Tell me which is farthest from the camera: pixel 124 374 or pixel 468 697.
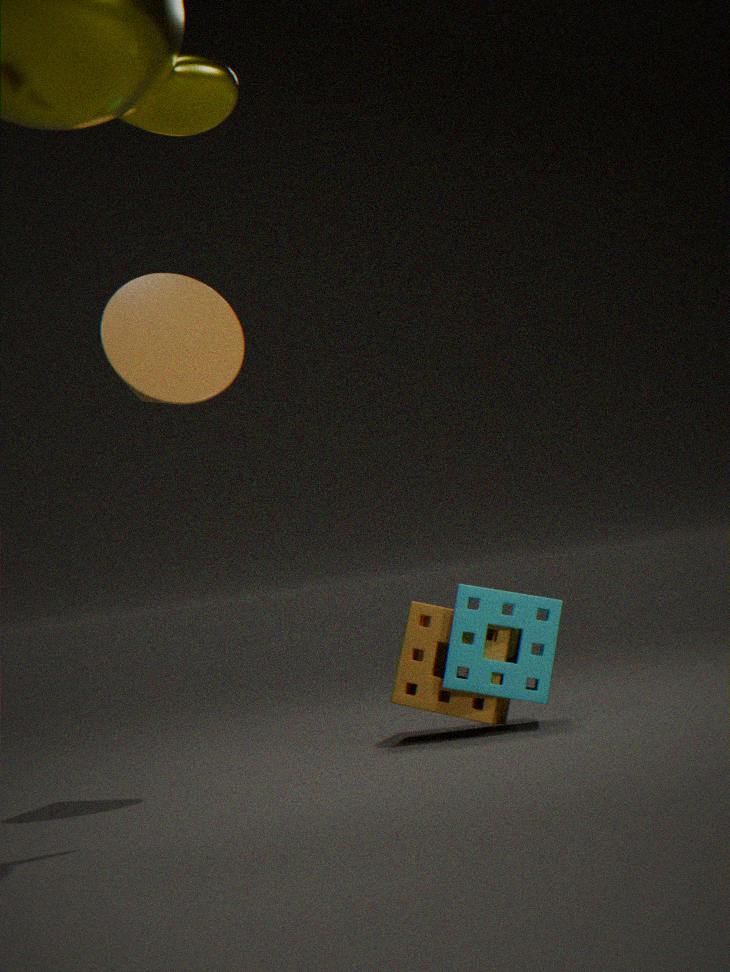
pixel 468 697
